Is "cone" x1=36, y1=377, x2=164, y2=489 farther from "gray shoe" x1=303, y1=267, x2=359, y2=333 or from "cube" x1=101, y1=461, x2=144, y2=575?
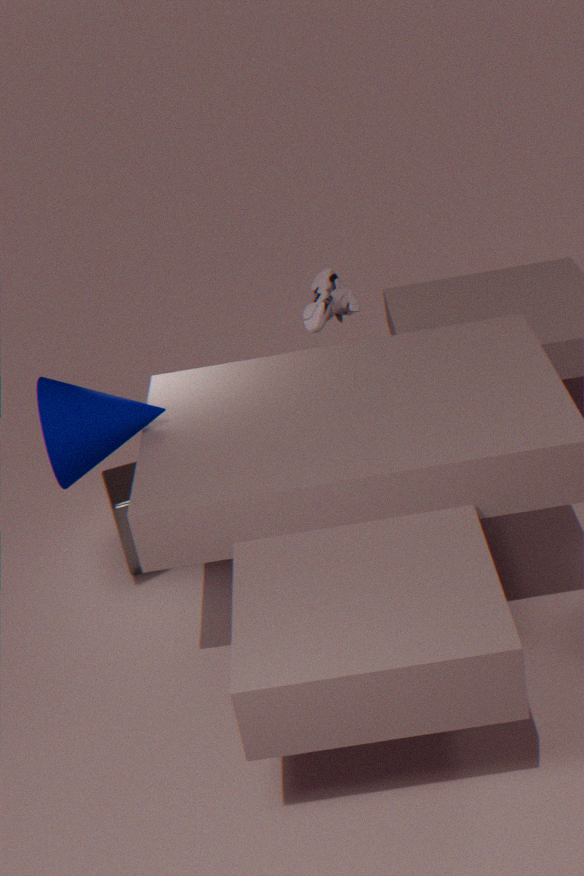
"gray shoe" x1=303, y1=267, x2=359, y2=333
